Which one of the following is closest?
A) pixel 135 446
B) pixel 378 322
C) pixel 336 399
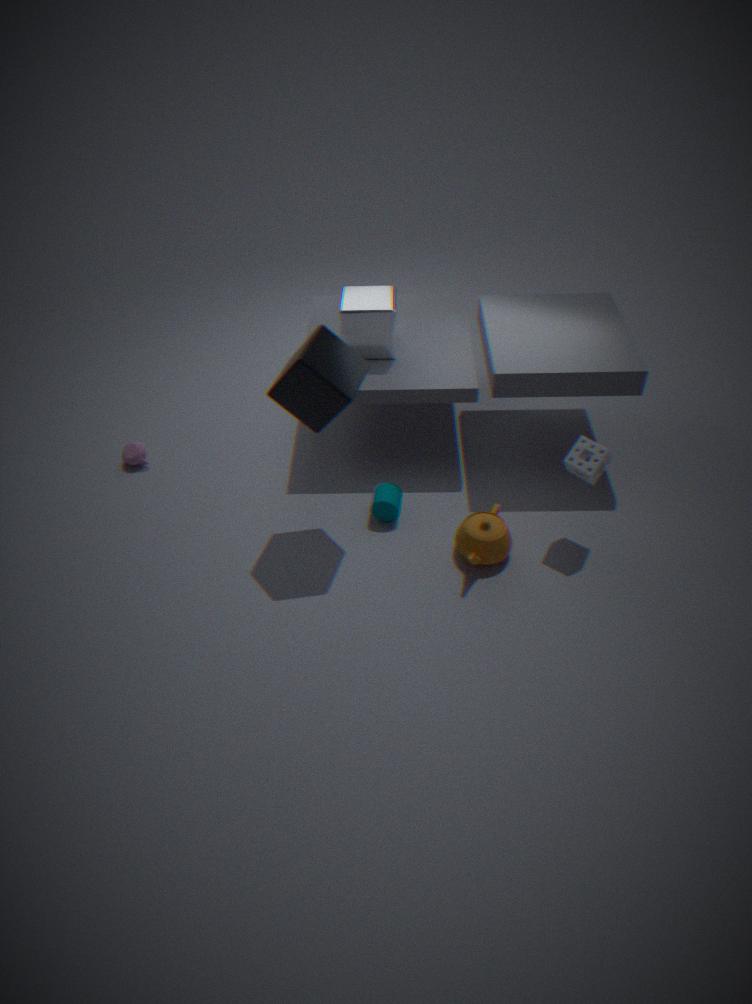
pixel 336 399
